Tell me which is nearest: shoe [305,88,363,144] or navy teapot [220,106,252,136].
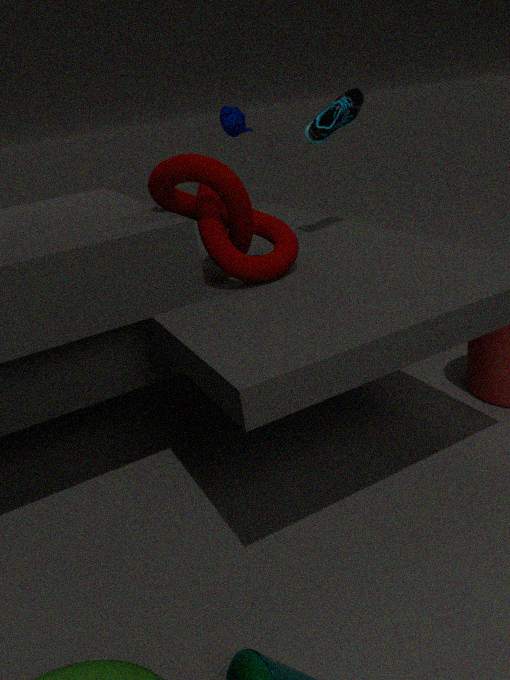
shoe [305,88,363,144]
